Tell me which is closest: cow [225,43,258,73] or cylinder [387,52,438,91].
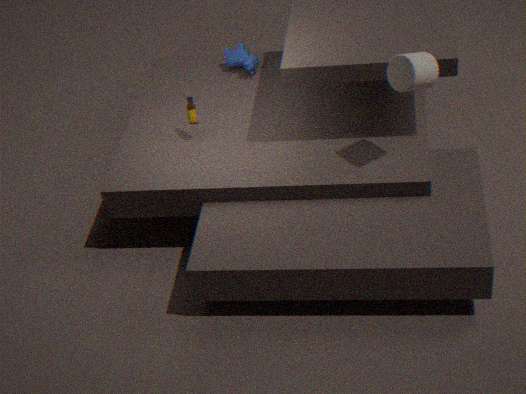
cylinder [387,52,438,91]
